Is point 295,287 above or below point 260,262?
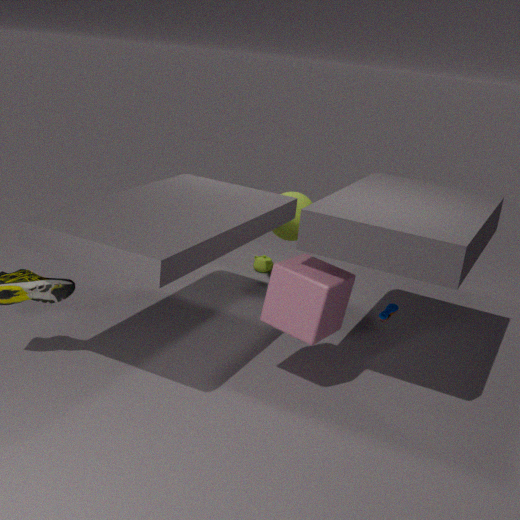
above
